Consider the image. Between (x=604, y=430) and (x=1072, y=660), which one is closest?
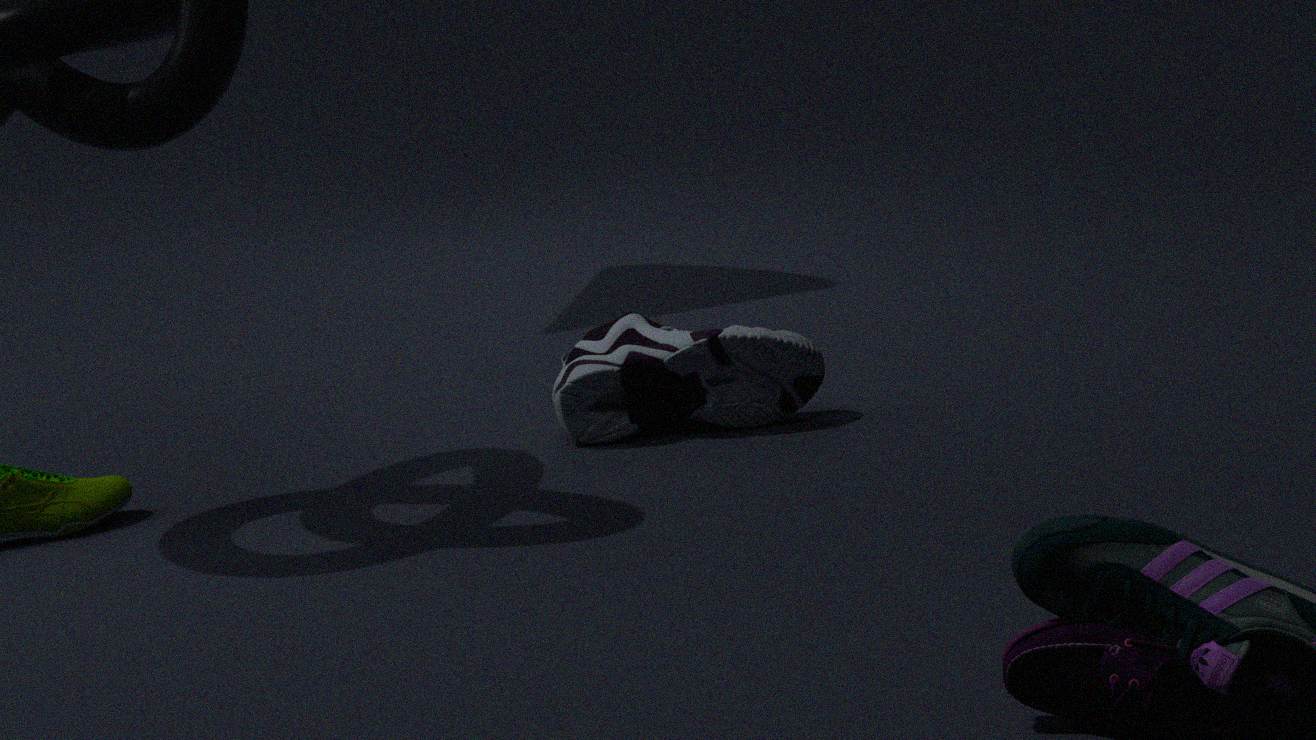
(x=1072, y=660)
